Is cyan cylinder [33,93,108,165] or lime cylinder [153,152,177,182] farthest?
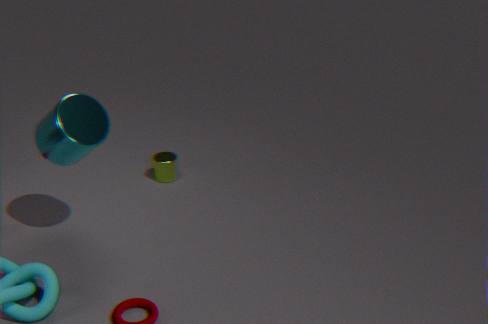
lime cylinder [153,152,177,182]
